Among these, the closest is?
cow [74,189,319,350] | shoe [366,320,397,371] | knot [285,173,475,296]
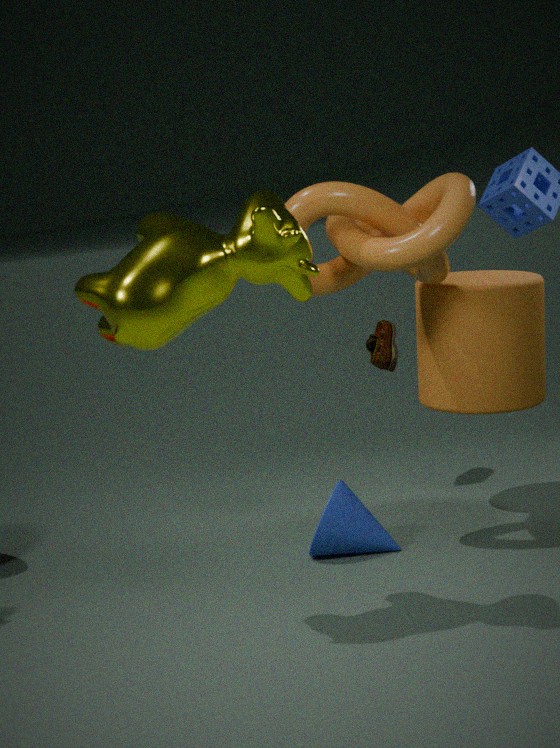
cow [74,189,319,350]
